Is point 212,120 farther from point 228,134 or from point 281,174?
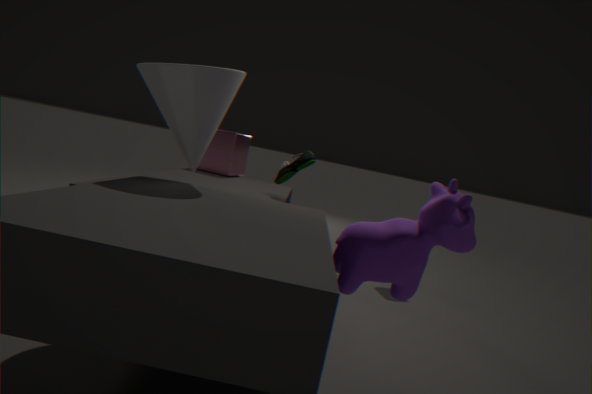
point 228,134
